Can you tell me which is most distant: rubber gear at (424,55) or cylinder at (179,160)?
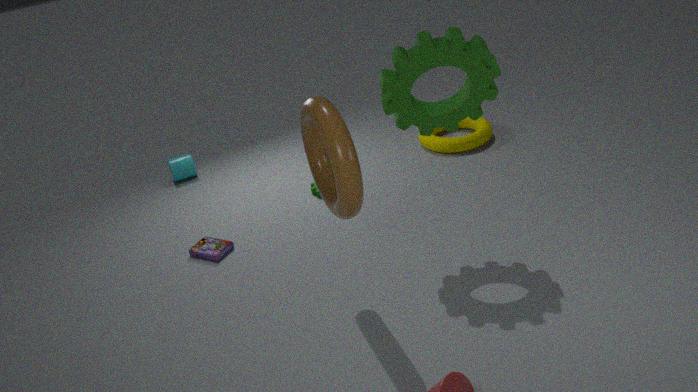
cylinder at (179,160)
